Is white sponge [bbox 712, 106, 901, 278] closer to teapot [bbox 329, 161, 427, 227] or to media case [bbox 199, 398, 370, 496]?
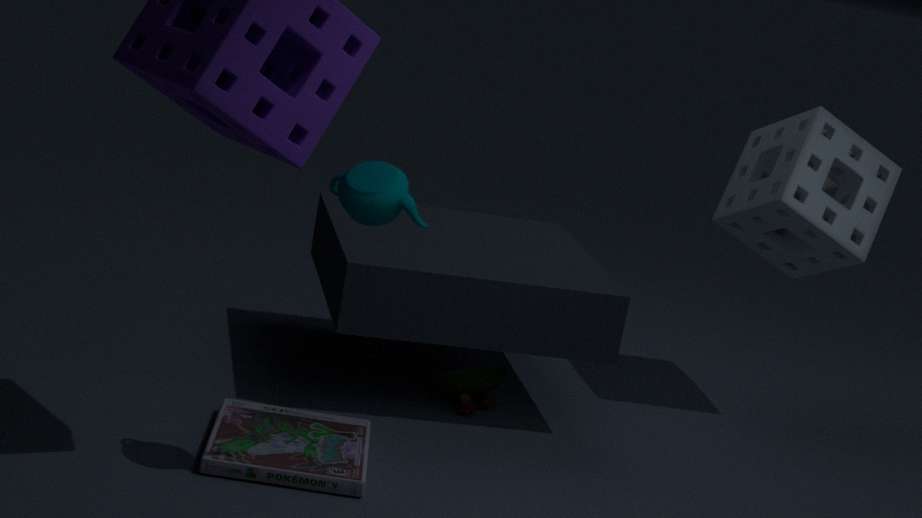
media case [bbox 199, 398, 370, 496]
